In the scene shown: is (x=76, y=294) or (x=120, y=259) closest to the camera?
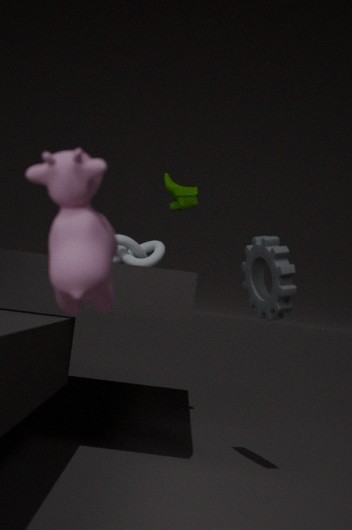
(x=76, y=294)
